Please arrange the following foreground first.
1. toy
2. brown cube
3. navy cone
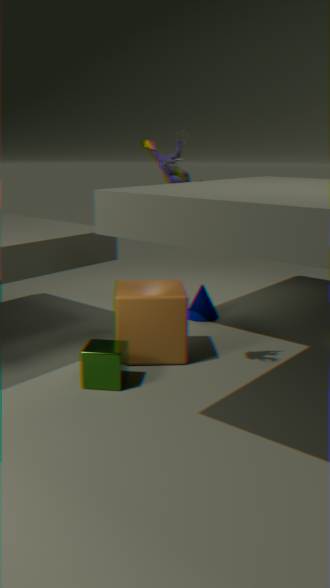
toy < brown cube < navy cone
